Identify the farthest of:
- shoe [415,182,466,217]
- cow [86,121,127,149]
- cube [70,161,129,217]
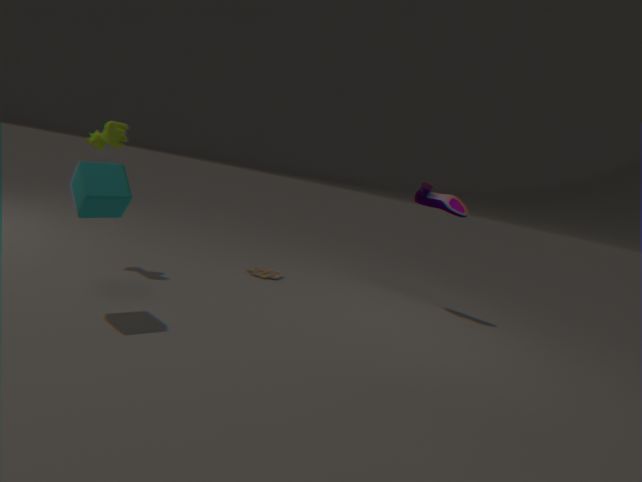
shoe [415,182,466,217]
